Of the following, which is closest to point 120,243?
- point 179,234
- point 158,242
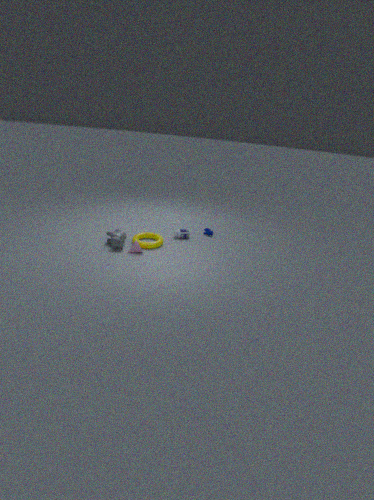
point 158,242
